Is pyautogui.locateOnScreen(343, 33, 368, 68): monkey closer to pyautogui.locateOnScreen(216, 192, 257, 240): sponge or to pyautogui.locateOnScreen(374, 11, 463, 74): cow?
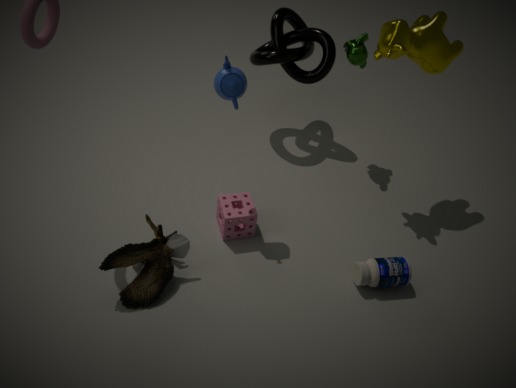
pyautogui.locateOnScreen(374, 11, 463, 74): cow
